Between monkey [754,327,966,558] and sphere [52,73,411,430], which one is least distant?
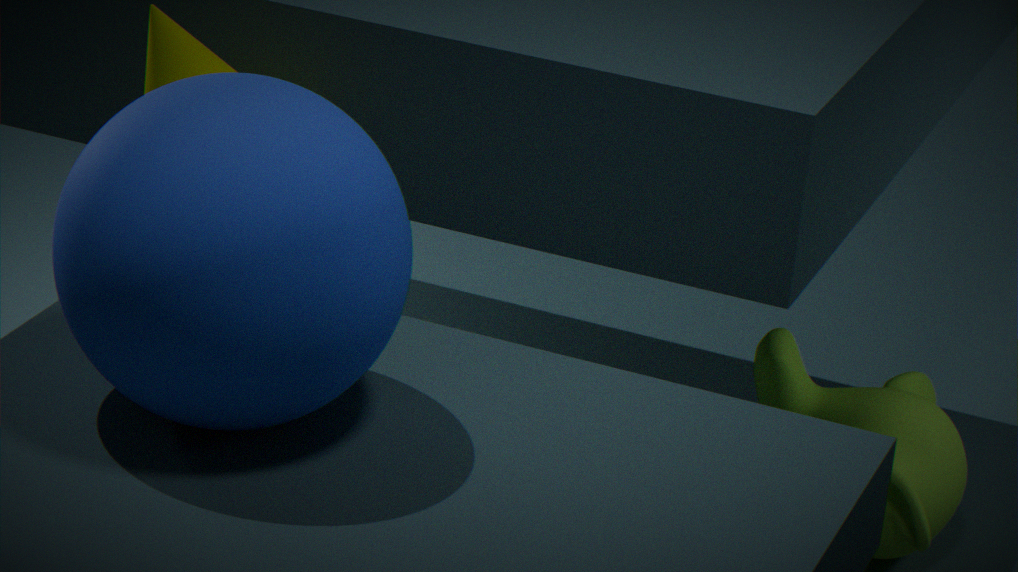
sphere [52,73,411,430]
